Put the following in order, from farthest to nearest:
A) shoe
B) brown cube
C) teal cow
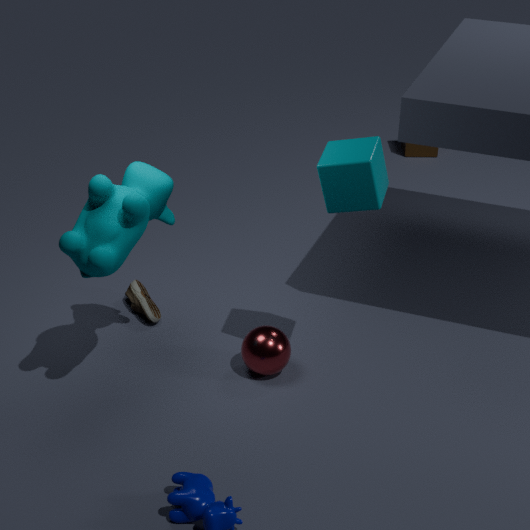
brown cube → shoe → teal cow
